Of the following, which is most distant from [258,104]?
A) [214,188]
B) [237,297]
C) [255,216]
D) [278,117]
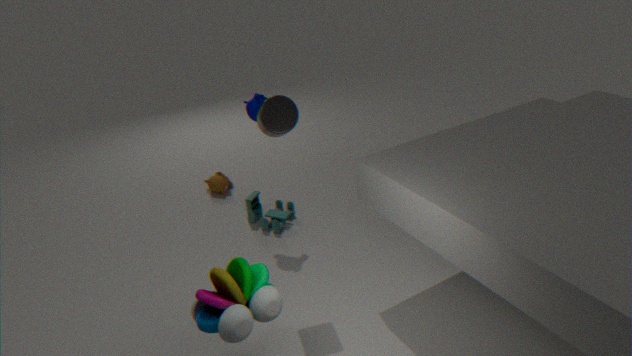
[237,297]
